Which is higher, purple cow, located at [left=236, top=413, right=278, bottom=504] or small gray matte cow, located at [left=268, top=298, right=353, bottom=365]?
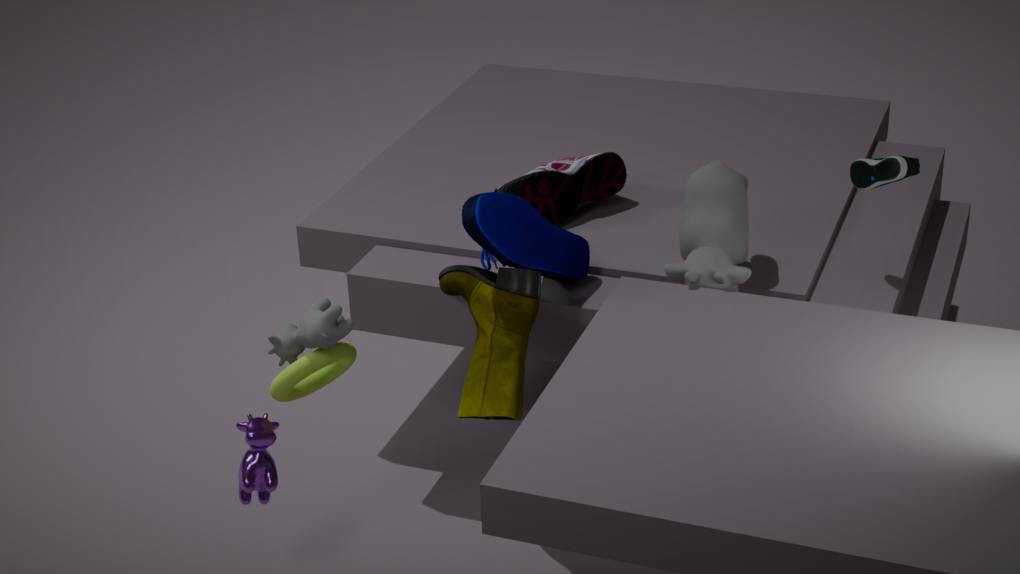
small gray matte cow, located at [left=268, top=298, right=353, bottom=365]
